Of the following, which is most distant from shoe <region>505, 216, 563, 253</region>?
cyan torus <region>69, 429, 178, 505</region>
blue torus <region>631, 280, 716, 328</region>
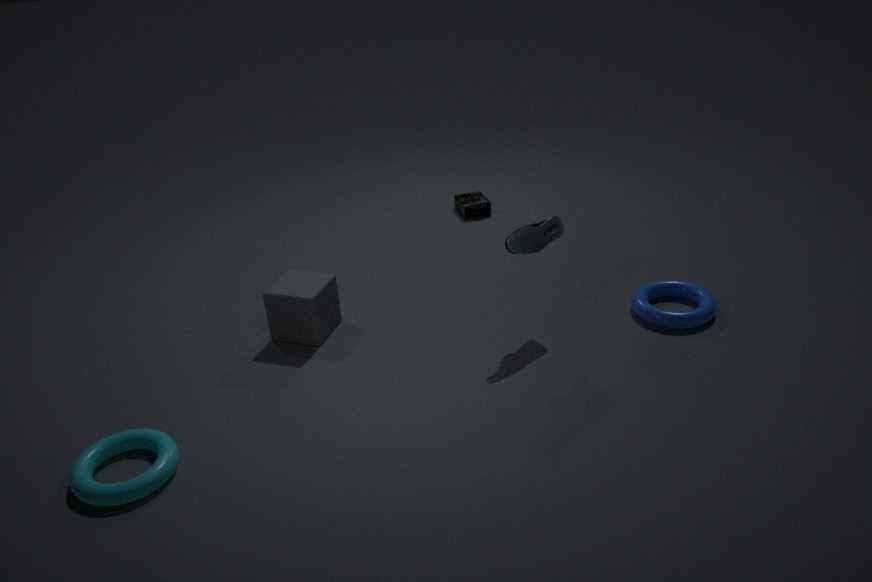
cyan torus <region>69, 429, 178, 505</region>
